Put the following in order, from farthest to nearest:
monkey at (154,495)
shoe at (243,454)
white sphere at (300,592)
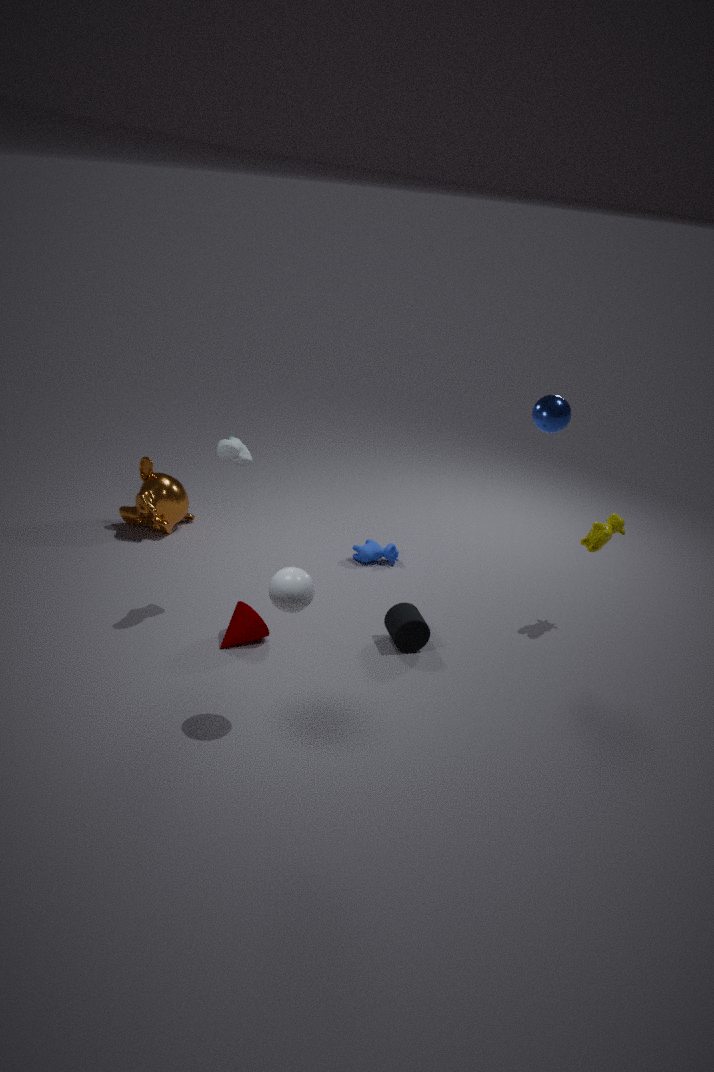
monkey at (154,495), shoe at (243,454), white sphere at (300,592)
